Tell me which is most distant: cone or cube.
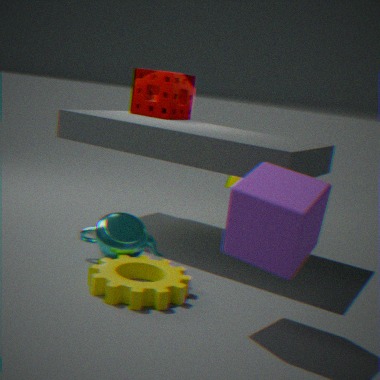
cone
